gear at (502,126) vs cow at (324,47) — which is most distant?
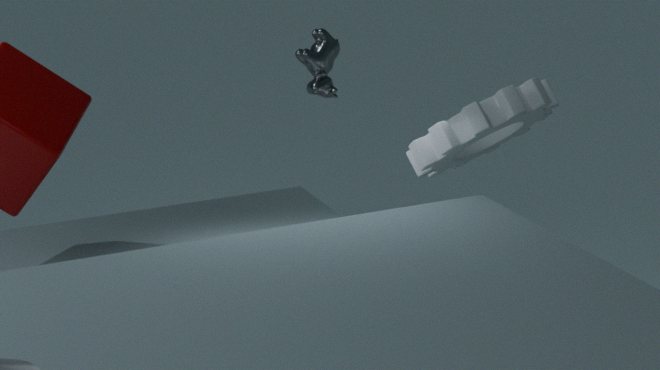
cow at (324,47)
